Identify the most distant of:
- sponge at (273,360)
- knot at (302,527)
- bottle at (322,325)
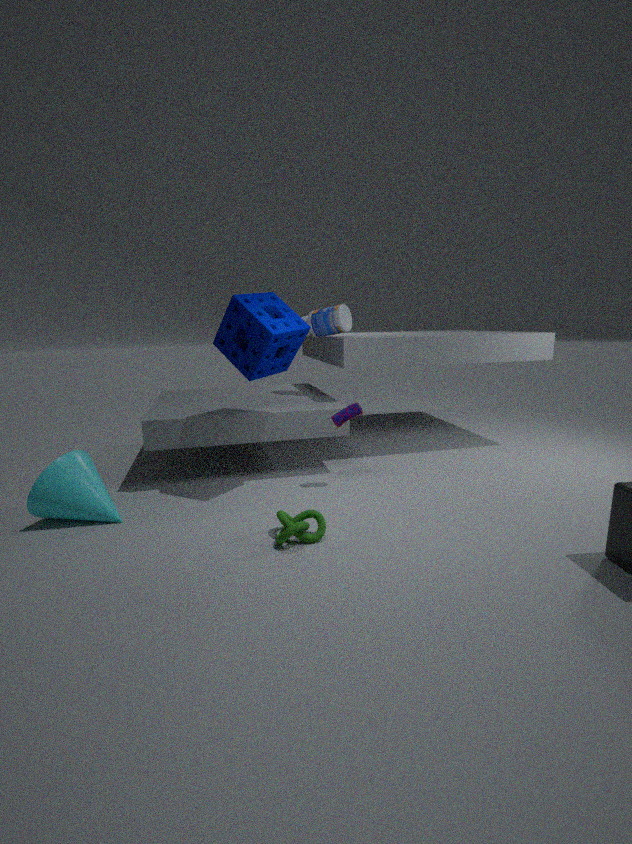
bottle at (322,325)
